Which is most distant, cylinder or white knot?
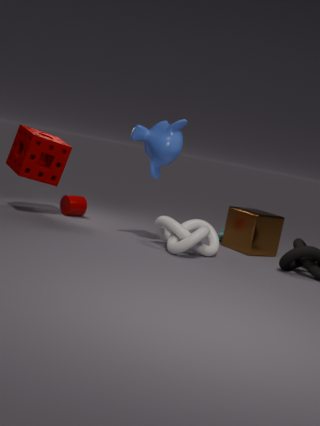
cylinder
